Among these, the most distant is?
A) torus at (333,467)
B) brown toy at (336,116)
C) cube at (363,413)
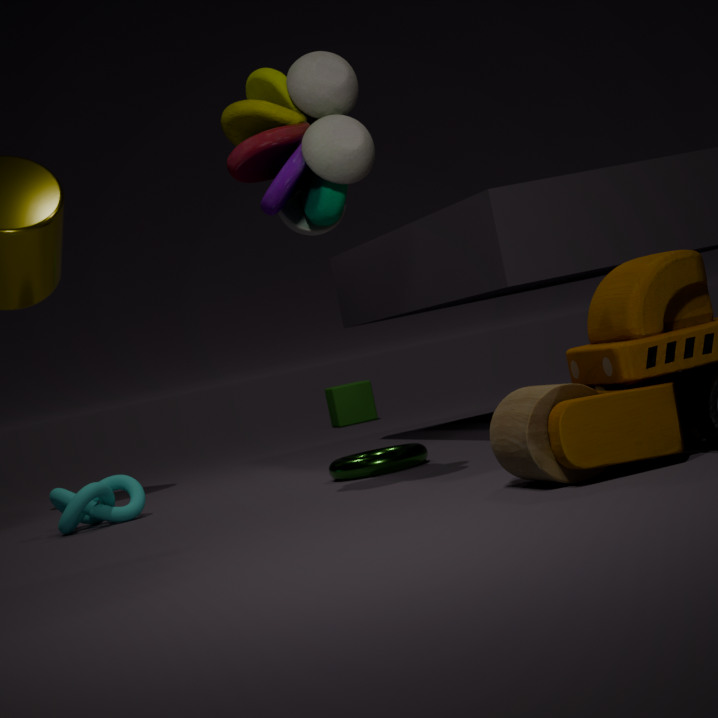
cube at (363,413)
